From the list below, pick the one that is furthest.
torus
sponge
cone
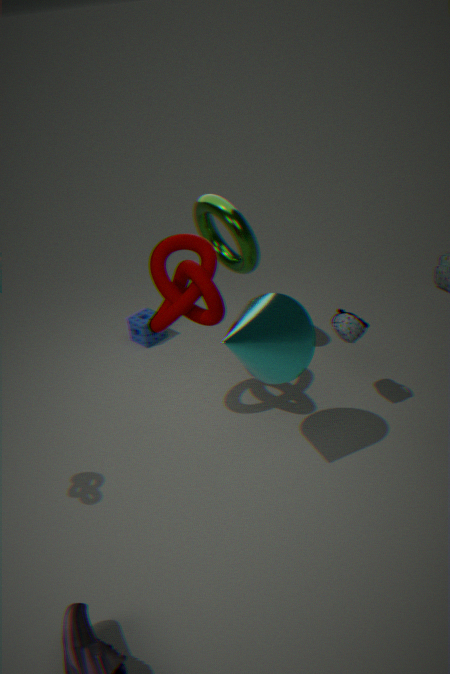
sponge
